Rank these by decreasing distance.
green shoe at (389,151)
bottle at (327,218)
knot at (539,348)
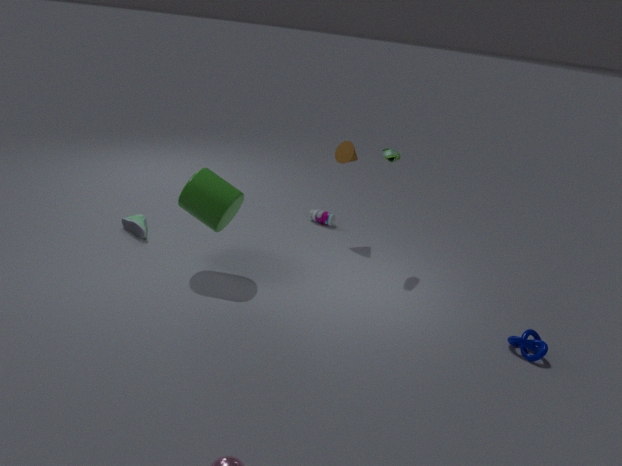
bottle at (327,218), green shoe at (389,151), knot at (539,348)
